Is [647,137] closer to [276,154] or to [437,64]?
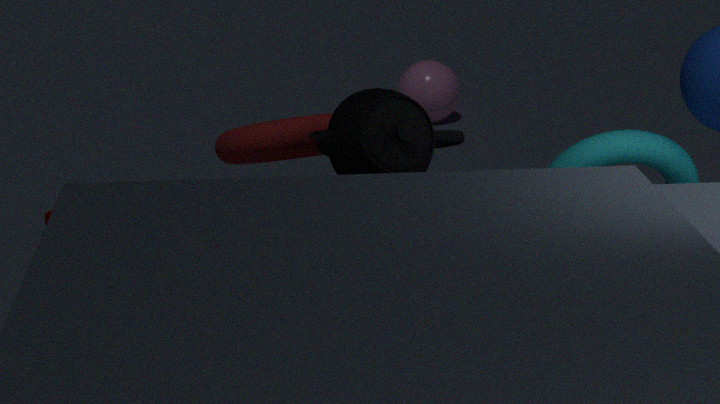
[276,154]
